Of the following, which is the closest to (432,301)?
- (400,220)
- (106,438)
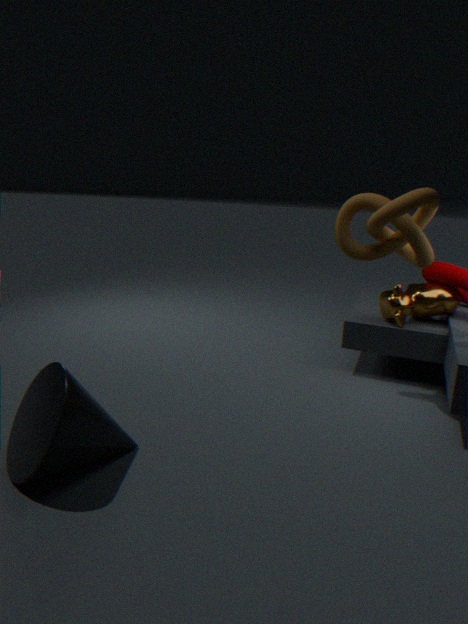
(400,220)
